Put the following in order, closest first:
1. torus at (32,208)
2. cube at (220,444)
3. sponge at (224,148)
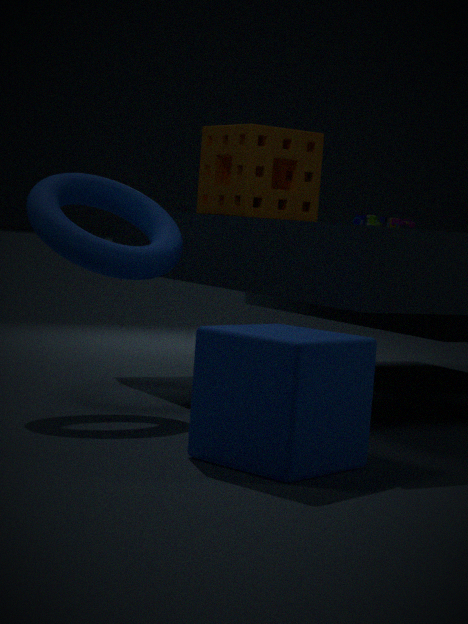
cube at (220,444) → torus at (32,208) → sponge at (224,148)
